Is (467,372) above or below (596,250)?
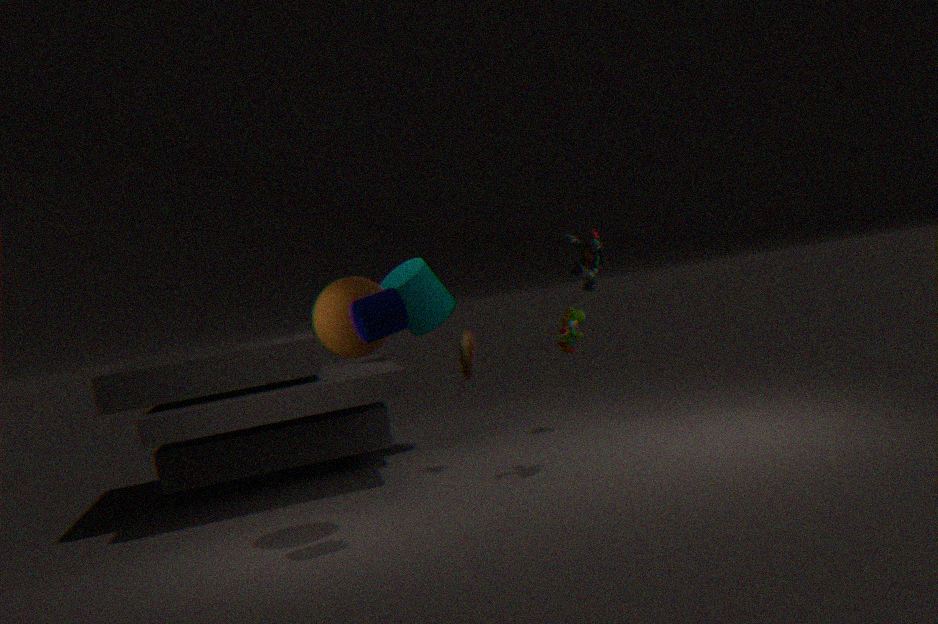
below
